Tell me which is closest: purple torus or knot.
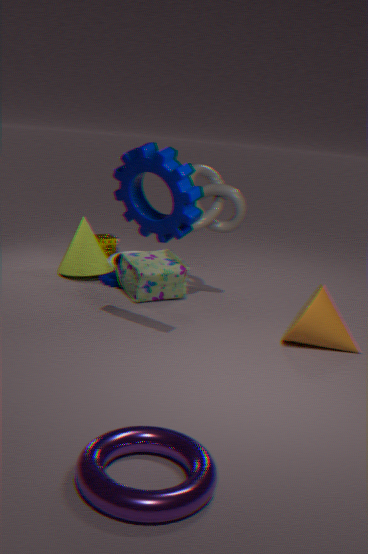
purple torus
